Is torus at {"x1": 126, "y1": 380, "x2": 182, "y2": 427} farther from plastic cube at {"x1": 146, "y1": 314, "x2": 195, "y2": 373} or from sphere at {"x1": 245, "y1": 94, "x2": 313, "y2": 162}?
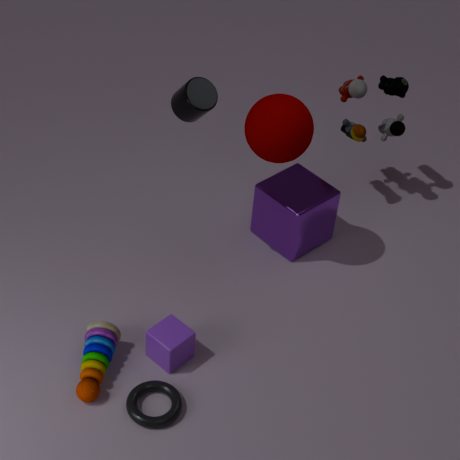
sphere at {"x1": 245, "y1": 94, "x2": 313, "y2": 162}
